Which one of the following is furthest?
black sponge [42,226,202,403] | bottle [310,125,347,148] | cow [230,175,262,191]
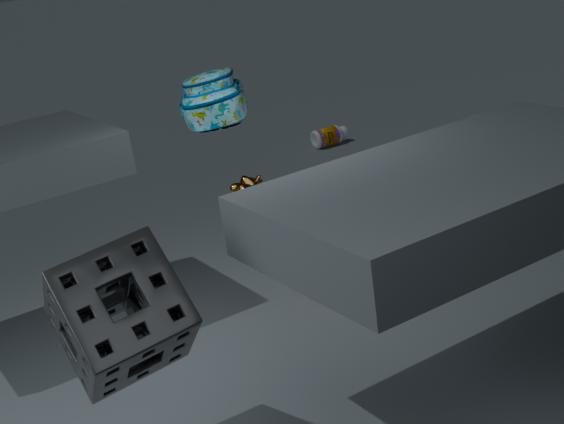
bottle [310,125,347,148]
